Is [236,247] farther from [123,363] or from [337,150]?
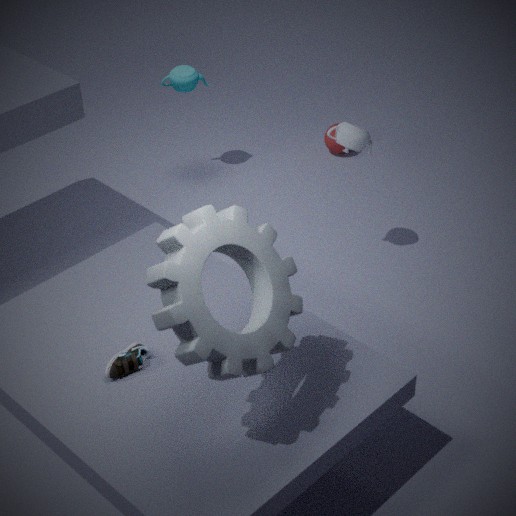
[337,150]
